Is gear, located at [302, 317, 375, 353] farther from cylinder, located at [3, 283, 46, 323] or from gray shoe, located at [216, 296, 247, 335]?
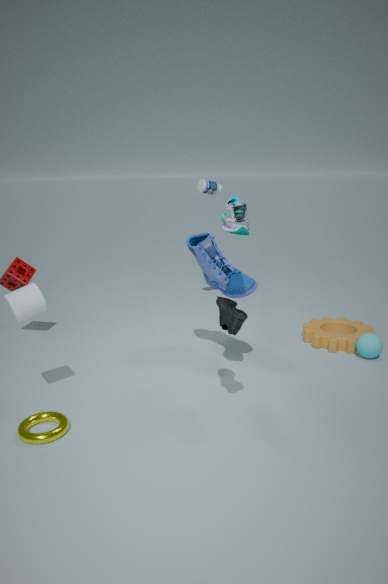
cylinder, located at [3, 283, 46, 323]
